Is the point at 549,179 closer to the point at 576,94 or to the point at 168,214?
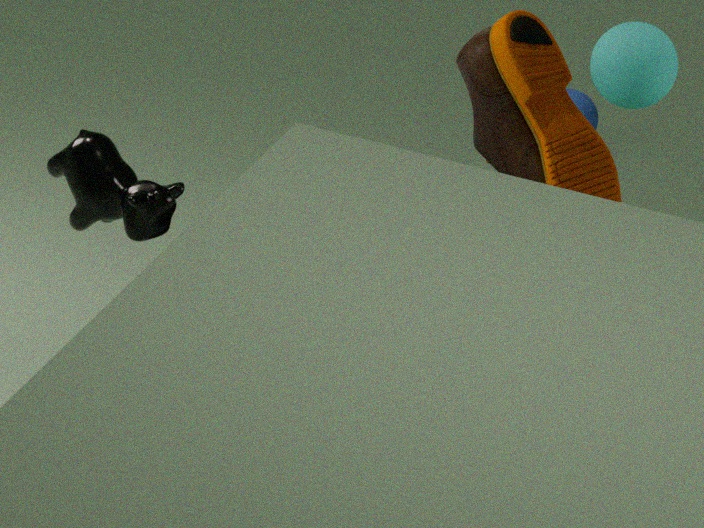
the point at 168,214
